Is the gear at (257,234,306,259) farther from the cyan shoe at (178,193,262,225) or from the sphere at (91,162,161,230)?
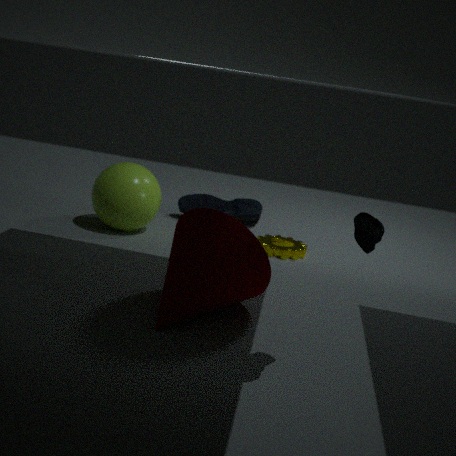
the sphere at (91,162,161,230)
